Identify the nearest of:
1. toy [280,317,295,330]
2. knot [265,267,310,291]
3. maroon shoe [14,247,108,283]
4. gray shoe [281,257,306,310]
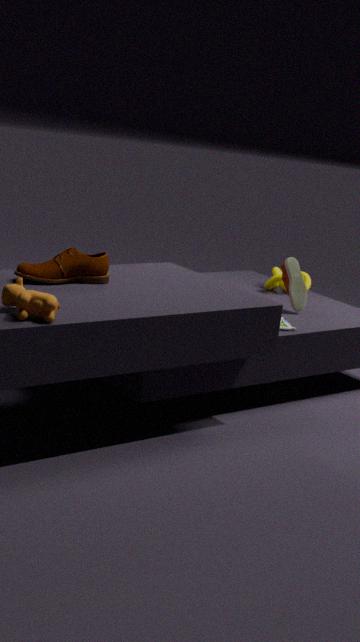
maroon shoe [14,247,108,283]
